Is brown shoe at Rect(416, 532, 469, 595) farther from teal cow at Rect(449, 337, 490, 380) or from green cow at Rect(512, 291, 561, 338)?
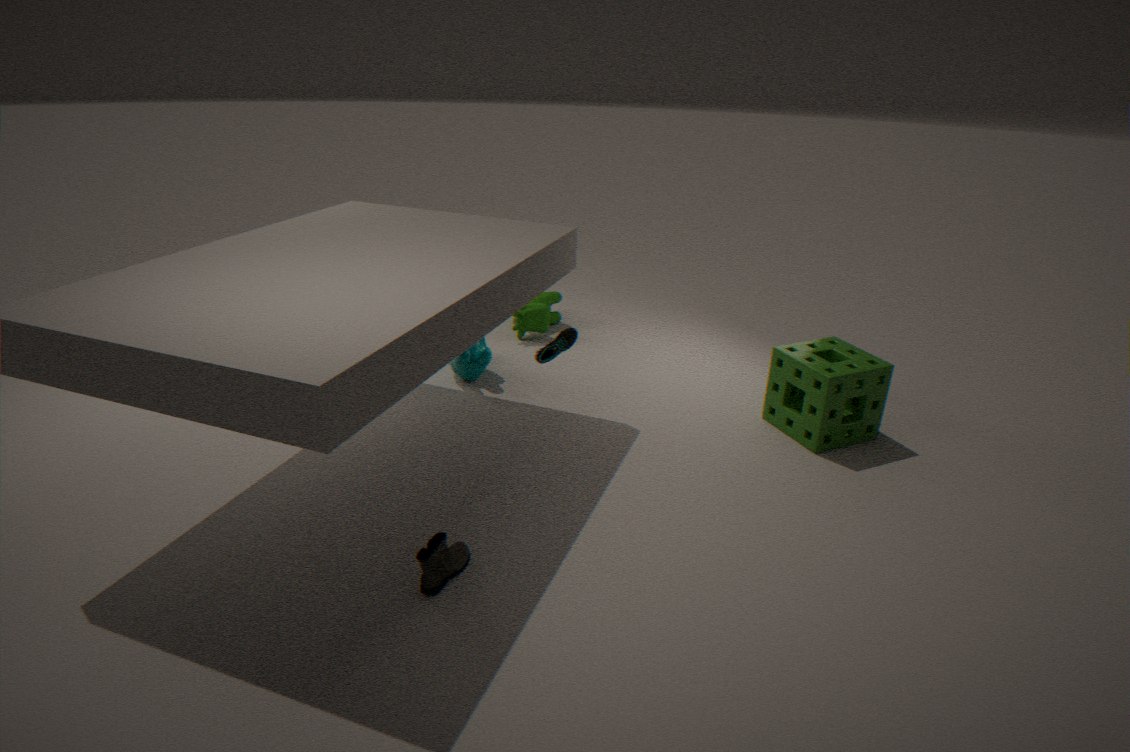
green cow at Rect(512, 291, 561, 338)
